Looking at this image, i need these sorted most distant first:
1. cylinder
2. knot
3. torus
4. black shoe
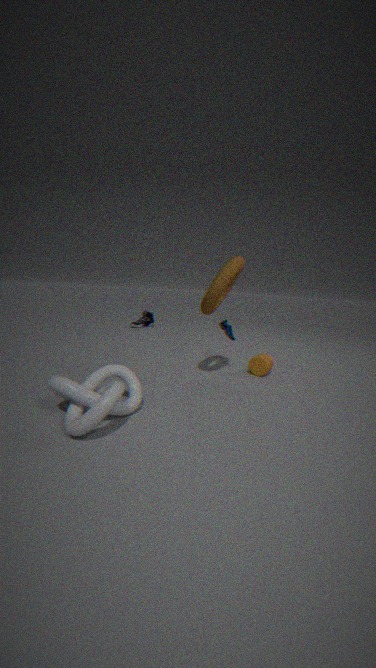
black shoe → cylinder → torus → knot
